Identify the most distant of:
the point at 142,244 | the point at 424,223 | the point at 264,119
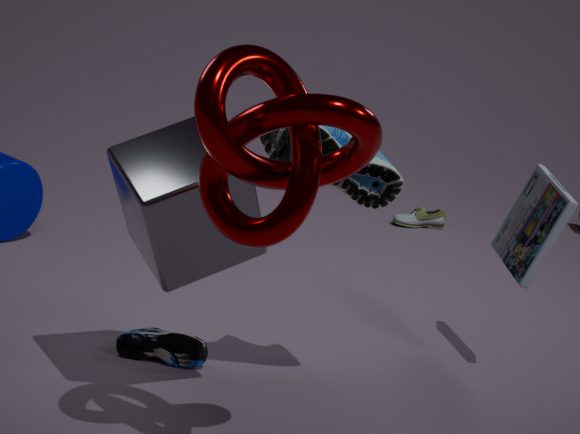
the point at 424,223
